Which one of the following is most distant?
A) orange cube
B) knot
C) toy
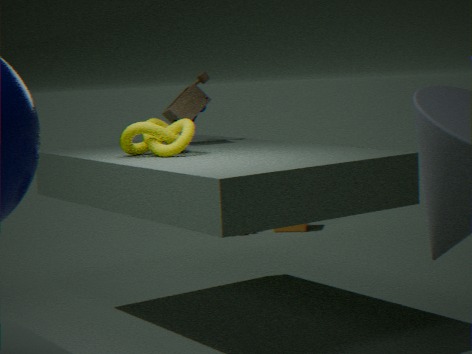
orange cube
